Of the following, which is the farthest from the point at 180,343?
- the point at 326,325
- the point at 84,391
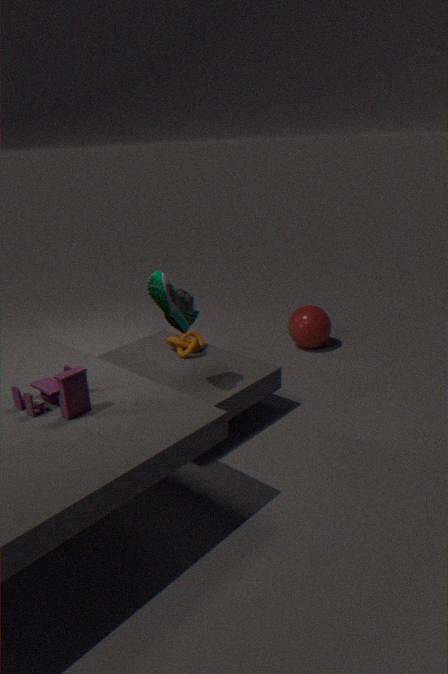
the point at 84,391
